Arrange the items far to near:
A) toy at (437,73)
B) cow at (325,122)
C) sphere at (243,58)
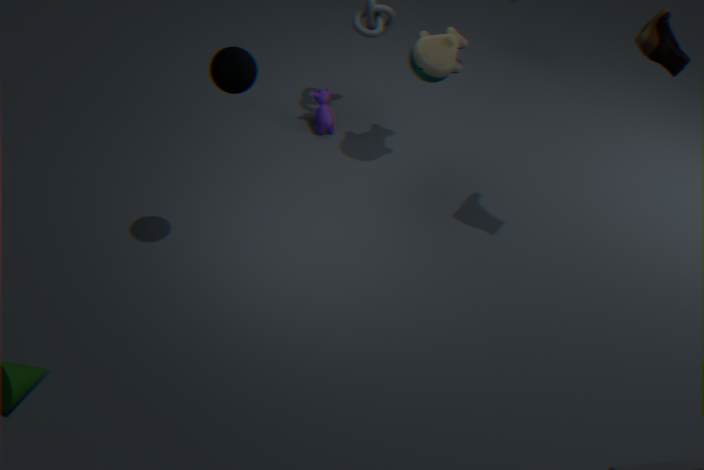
cow at (325,122) → toy at (437,73) → sphere at (243,58)
